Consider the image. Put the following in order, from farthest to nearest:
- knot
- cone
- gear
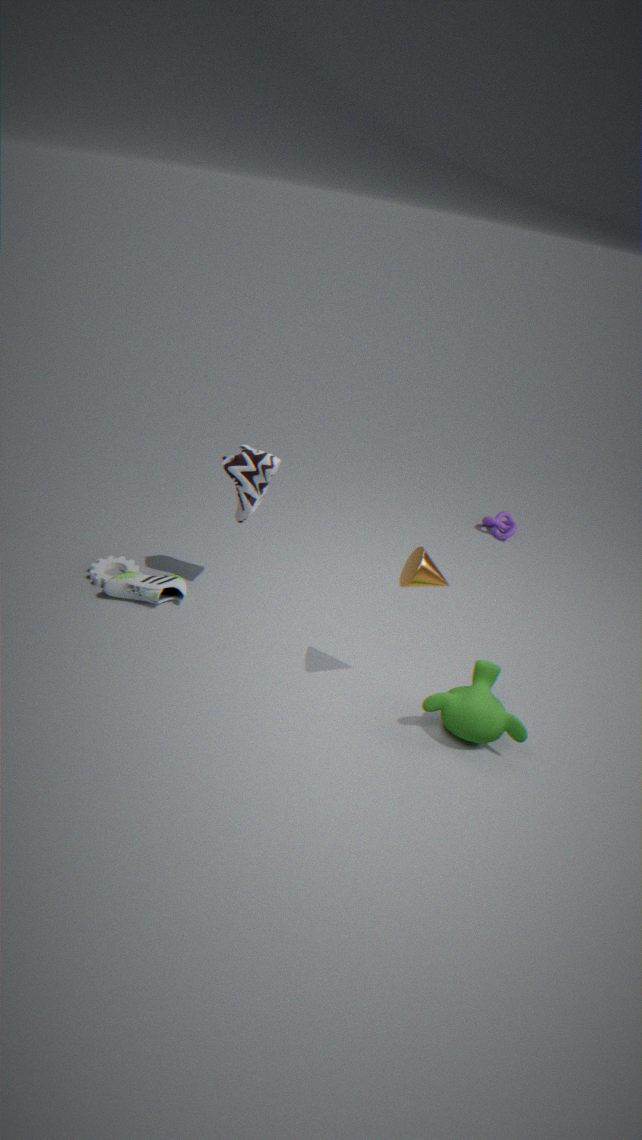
1. knot
2. gear
3. cone
